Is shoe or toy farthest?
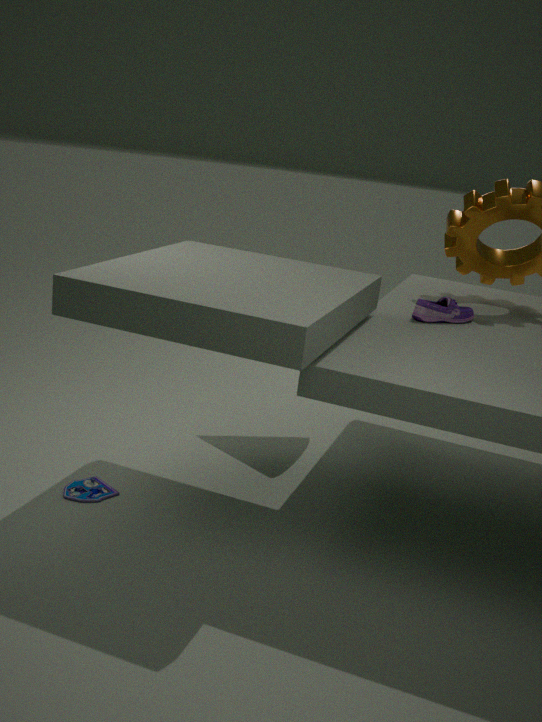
shoe
